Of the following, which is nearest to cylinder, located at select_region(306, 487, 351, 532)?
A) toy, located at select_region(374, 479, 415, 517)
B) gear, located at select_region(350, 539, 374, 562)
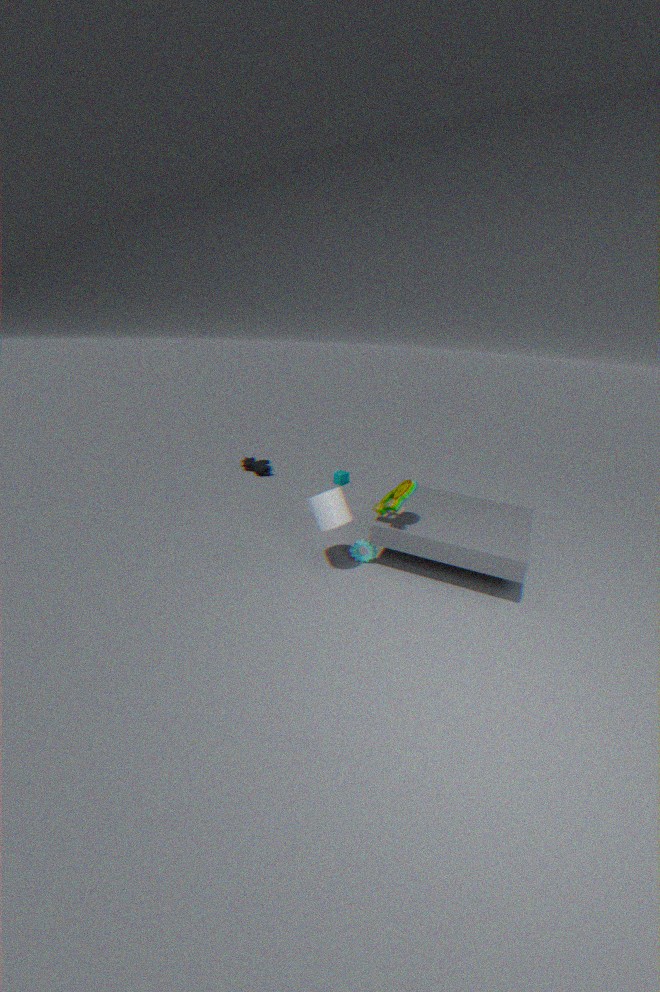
toy, located at select_region(374, 479, 415, 517)
